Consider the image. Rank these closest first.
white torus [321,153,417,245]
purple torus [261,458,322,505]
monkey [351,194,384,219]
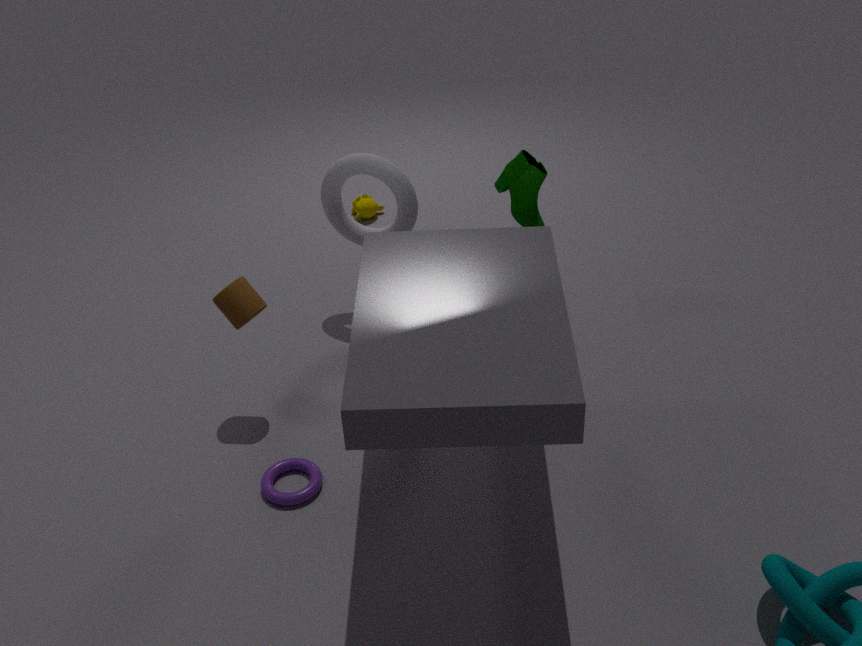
purple torus [261,458,322,505]
white torus [321,153,417,245]
monkey [351,194,384,219]
